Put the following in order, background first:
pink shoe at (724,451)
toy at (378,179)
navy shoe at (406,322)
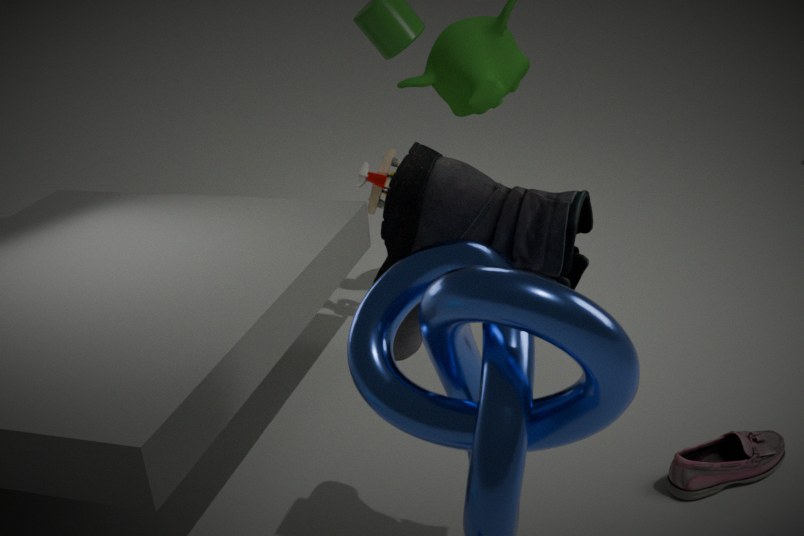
1. toy at (378,179)
2. pink shoe at (724,451)
3. navy shoe at (406,322)
